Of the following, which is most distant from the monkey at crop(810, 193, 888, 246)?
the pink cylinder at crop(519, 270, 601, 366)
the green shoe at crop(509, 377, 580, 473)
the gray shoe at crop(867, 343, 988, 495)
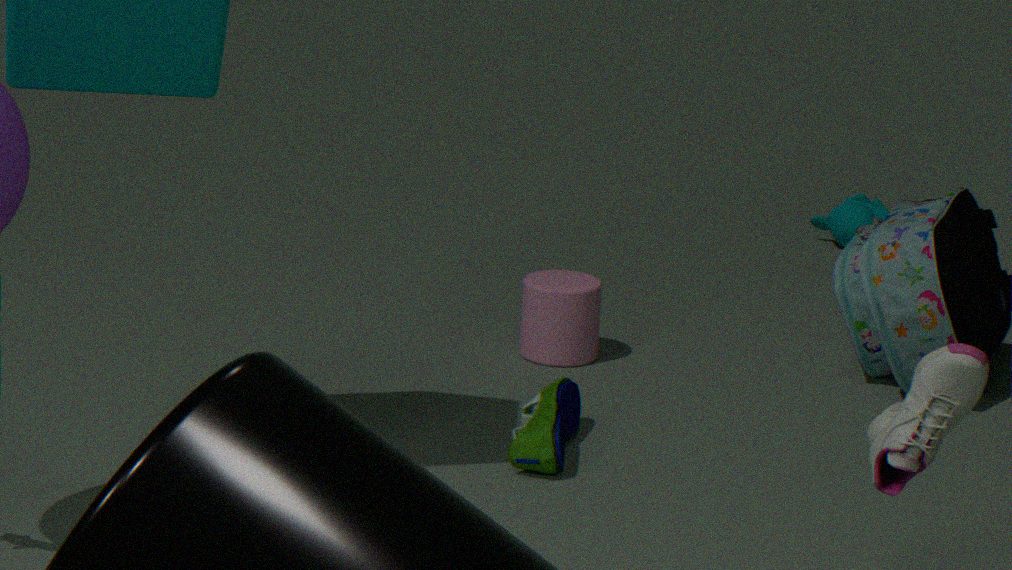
the gray shoe at crop(867, 343, 988, 495)
